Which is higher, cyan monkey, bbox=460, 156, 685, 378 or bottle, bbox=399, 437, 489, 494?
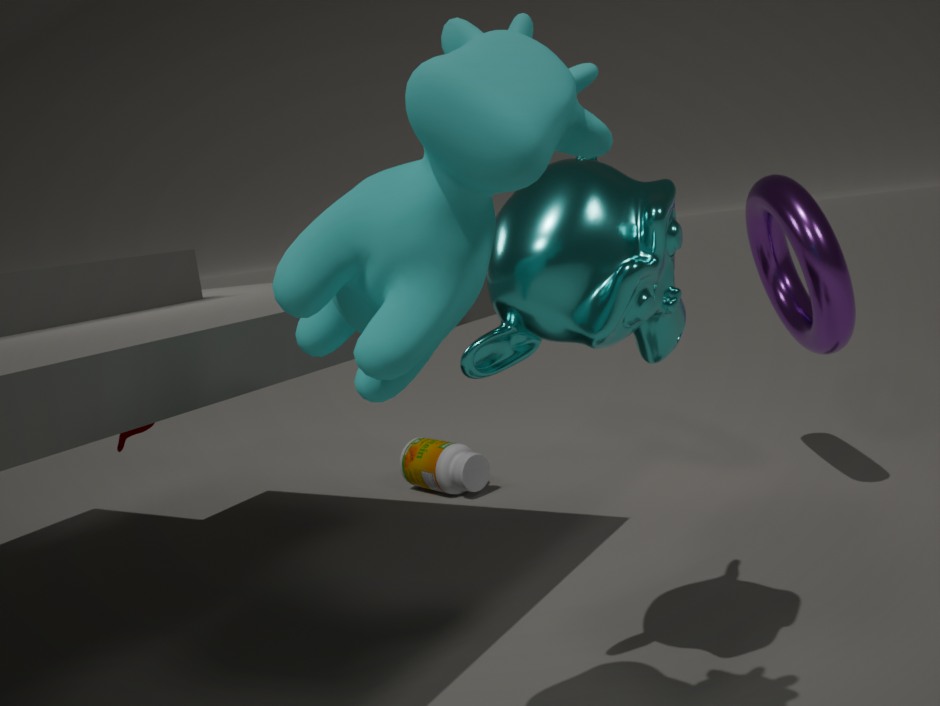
cyan monkey, bbox=460, 156, 685, 378
